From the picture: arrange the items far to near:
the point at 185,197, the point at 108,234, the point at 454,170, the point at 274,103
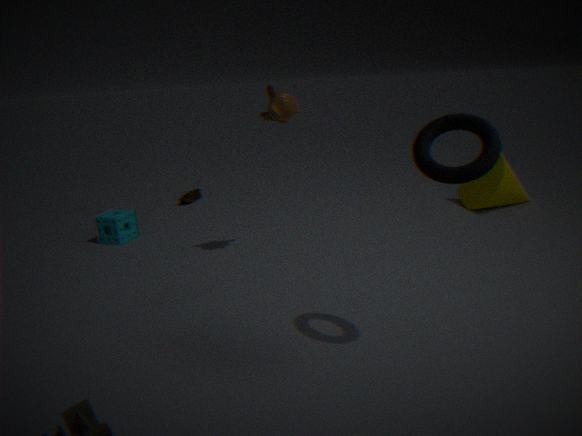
the point at 185,197, the point at 108,234, the point at 274,103, the point at 454,170
